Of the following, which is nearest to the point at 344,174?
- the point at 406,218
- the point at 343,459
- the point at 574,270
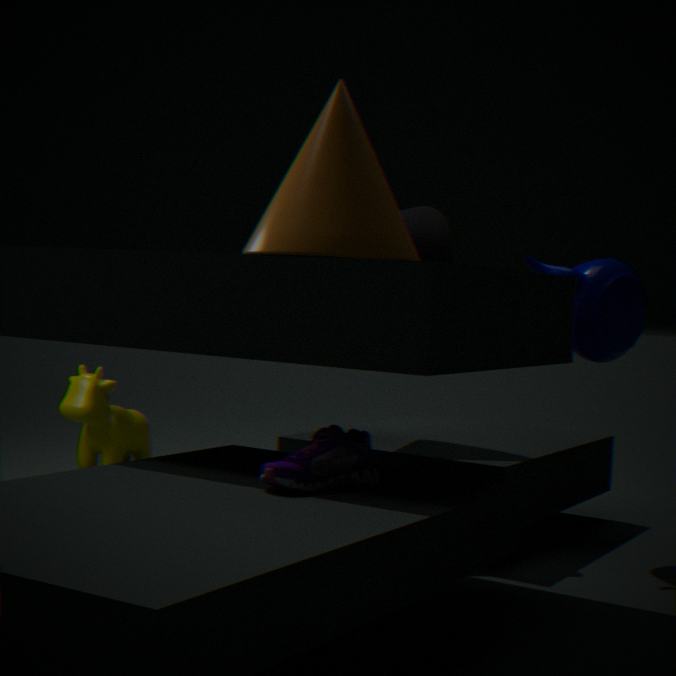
the point at 343,459
